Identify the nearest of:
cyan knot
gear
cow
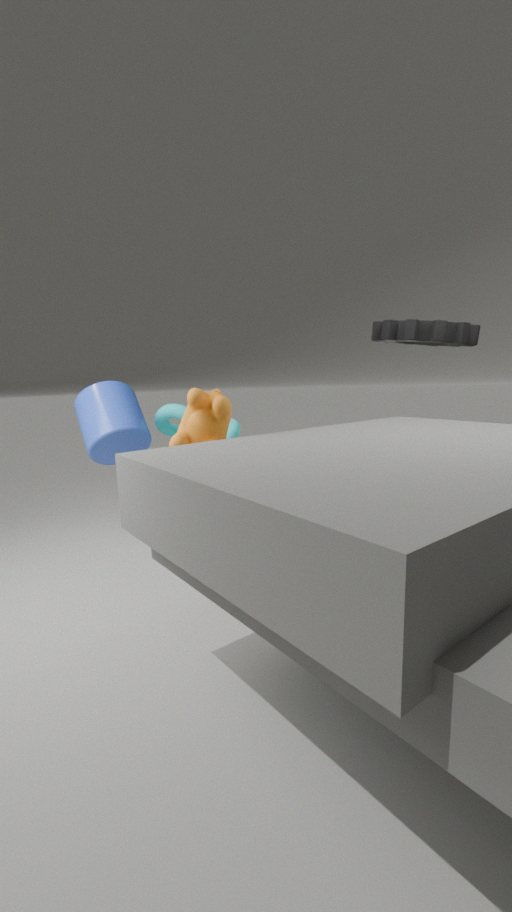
cow
